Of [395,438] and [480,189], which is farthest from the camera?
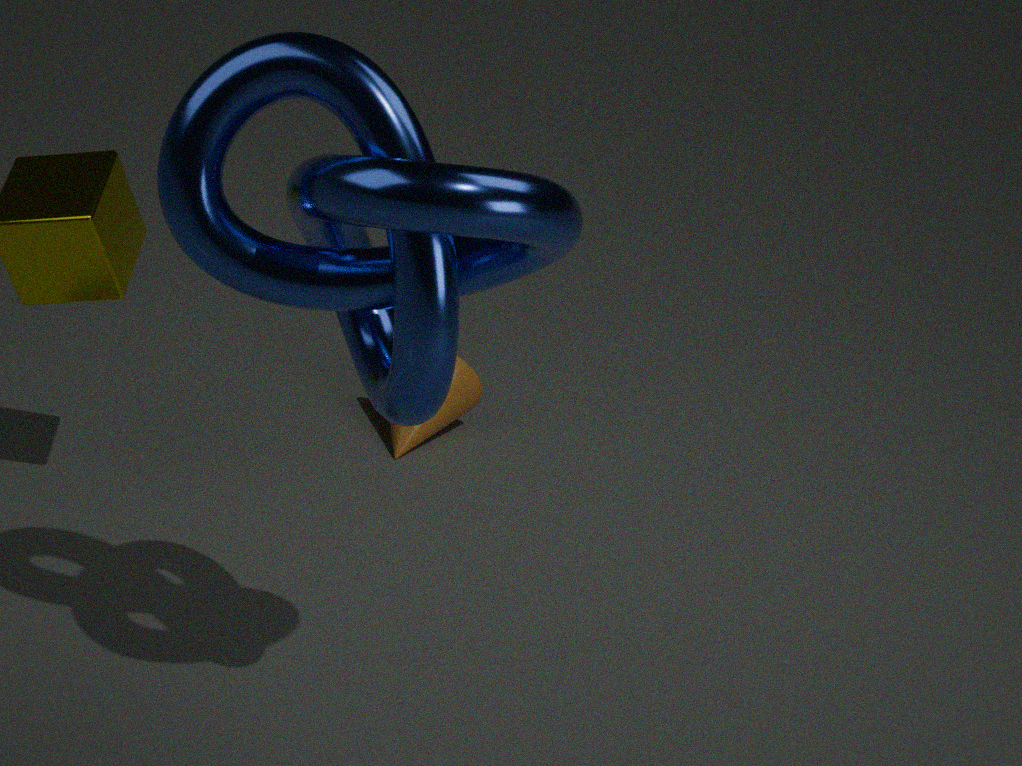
[395,438]
